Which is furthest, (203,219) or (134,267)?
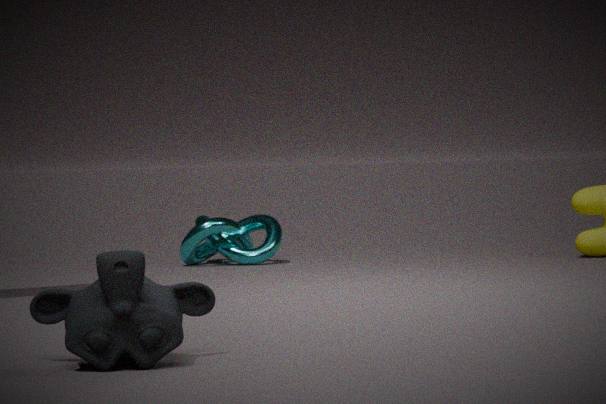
(203,219)
